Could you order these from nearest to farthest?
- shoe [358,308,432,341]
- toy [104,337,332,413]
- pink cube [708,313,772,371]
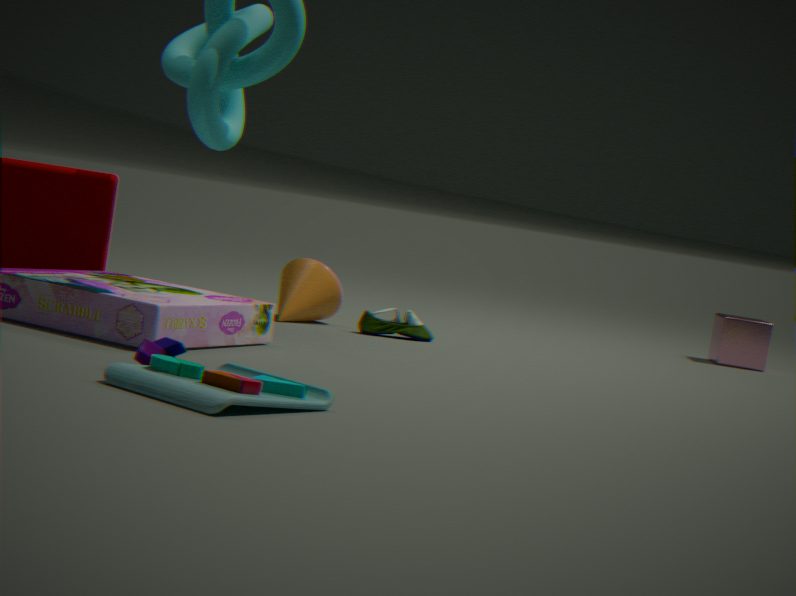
toy [104,337,332,413] < shoe [358,308,432,341] < pink cube [708,313,772,371]
